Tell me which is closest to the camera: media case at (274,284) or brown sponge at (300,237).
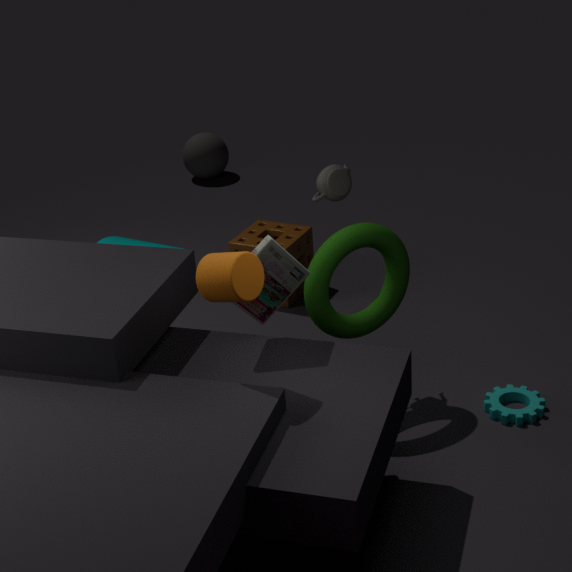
media case at (274,284)
